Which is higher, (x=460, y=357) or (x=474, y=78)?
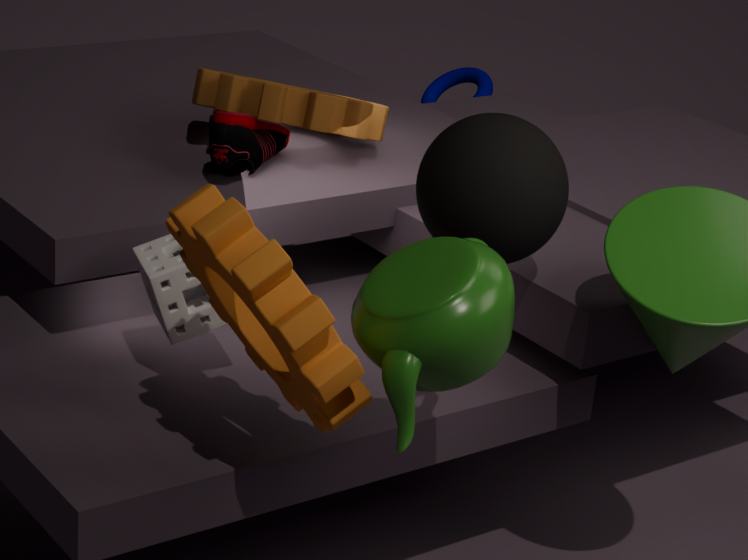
(x=460, y=357)
